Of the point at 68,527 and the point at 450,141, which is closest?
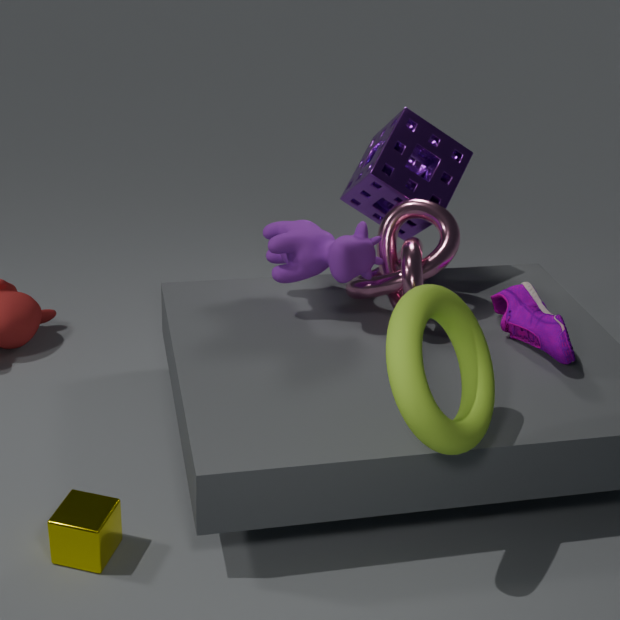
the point at 68,527
